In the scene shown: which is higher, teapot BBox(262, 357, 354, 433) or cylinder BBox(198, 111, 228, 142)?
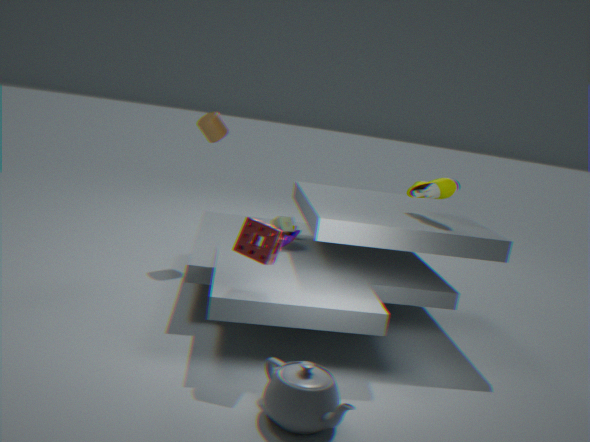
cylinder BBox(198, 111, 228, 142)
